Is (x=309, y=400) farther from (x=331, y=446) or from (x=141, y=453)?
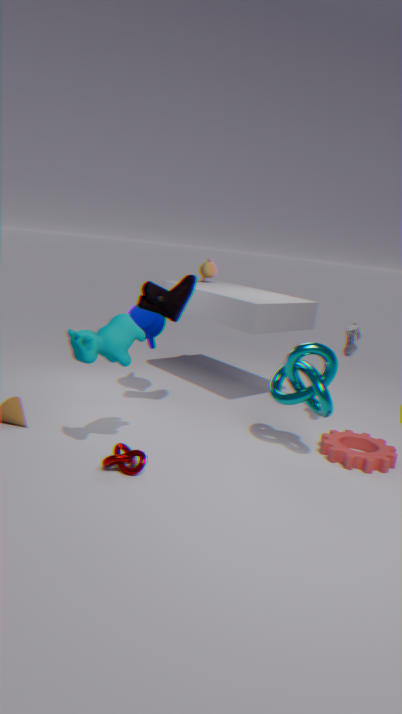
(x=141, y=453)
